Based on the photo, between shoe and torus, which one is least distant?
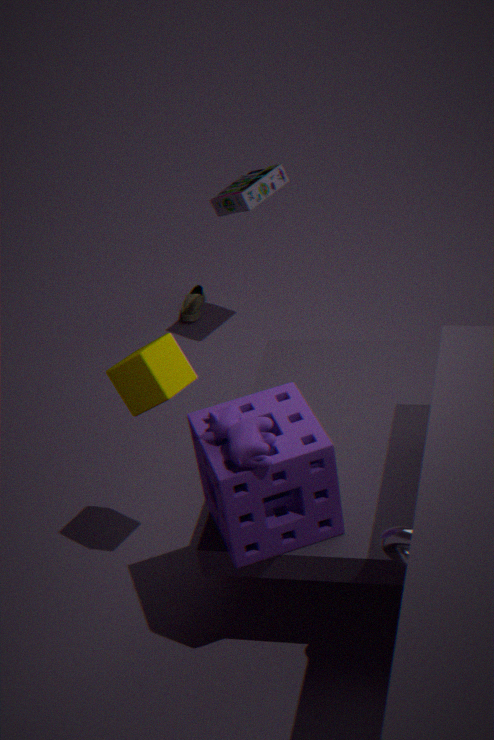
torus
